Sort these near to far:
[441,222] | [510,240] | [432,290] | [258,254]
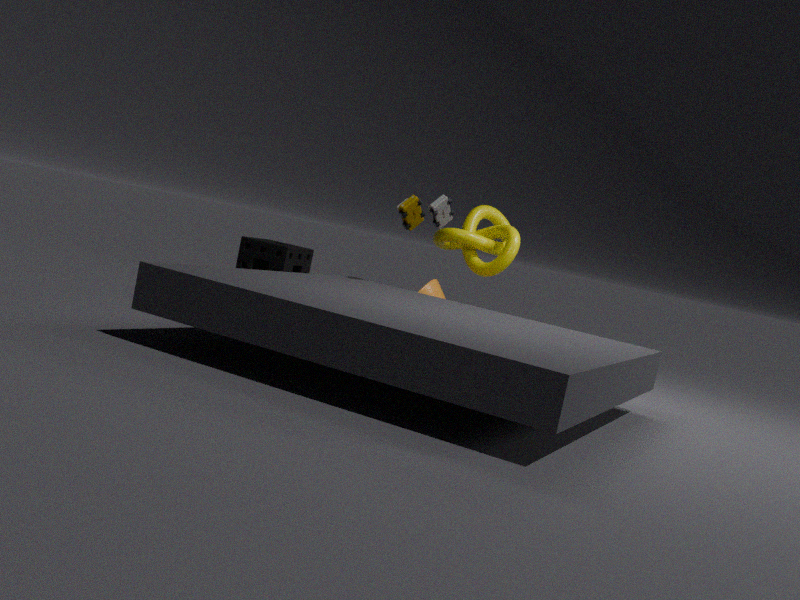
[432,290] < [441,222] < [510,240] < [258,254]
